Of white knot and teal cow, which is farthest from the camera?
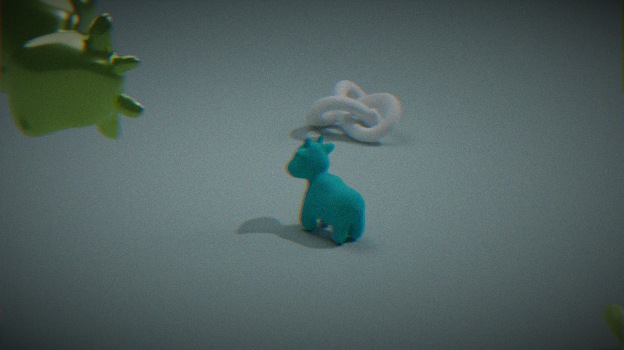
white knot
